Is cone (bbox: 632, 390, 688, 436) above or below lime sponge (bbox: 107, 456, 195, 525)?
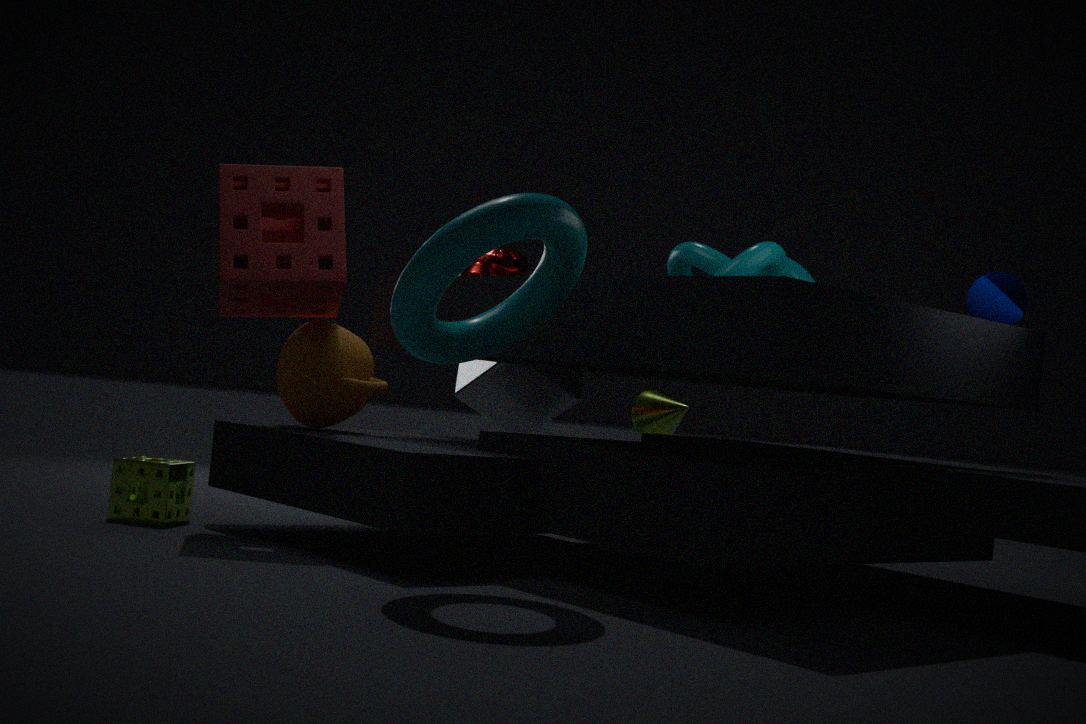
→ above
